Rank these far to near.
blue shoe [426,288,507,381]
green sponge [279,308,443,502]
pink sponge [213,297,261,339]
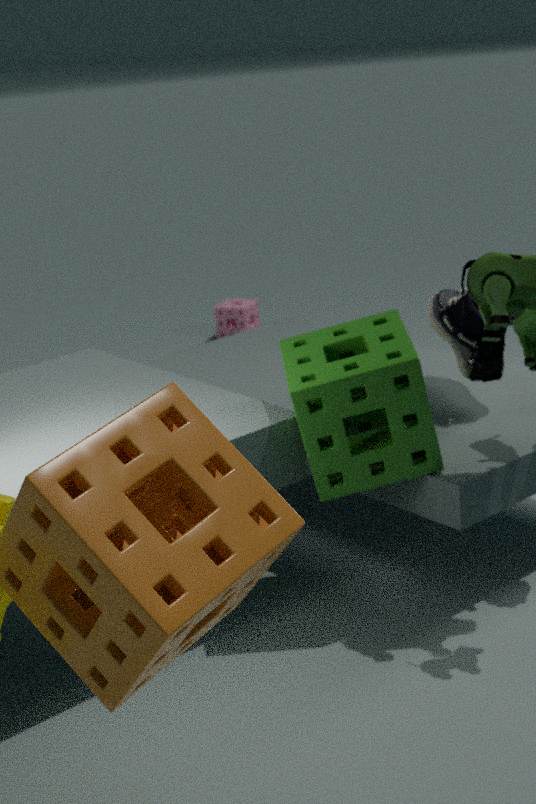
pink sponge [213,297,261,339] → blue shoe [426,288,507,381] → green sponge [279,308,443,502]
